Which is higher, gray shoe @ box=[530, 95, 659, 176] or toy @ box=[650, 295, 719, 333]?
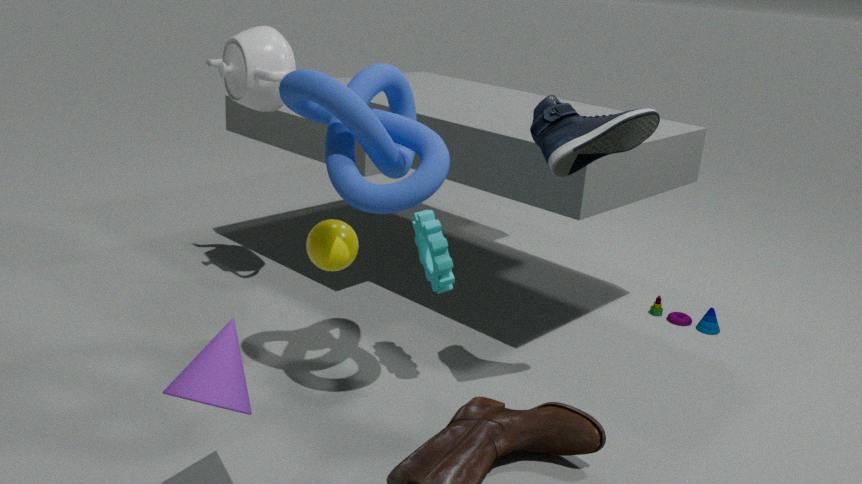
gray shoe @ box=[530, 95, 659, 176]
